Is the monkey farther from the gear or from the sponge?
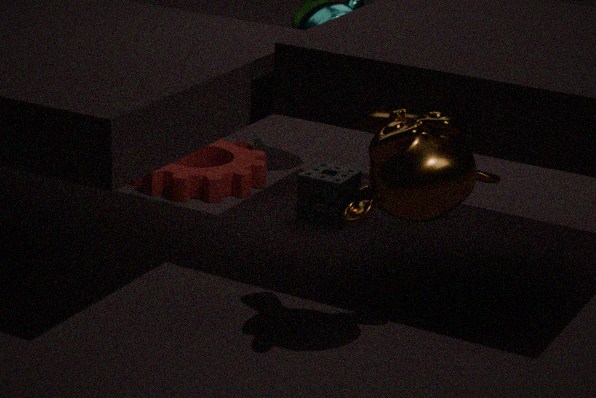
the gear
